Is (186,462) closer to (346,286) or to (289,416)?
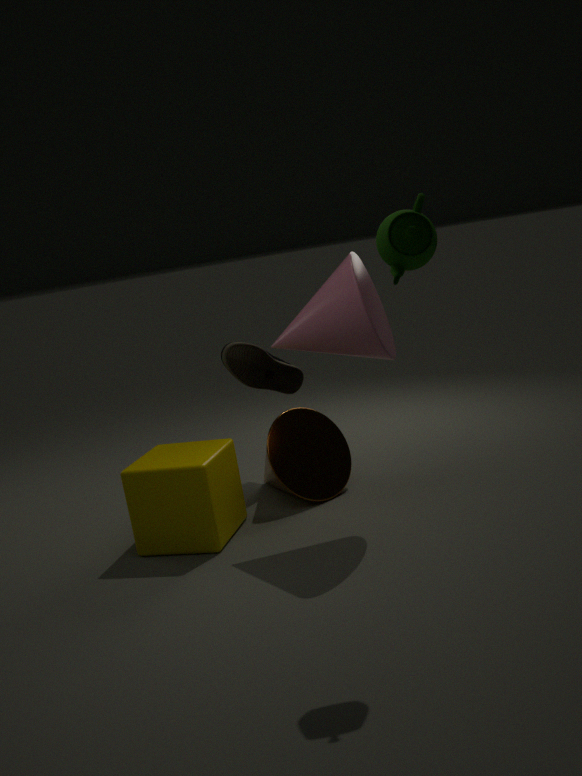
(289,416)
